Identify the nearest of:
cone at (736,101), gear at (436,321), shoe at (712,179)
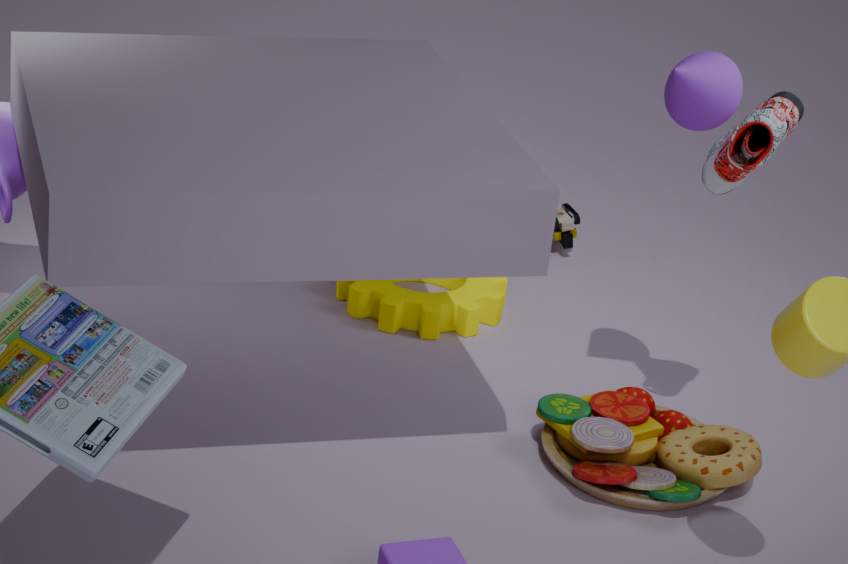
shoe at (712,179)
